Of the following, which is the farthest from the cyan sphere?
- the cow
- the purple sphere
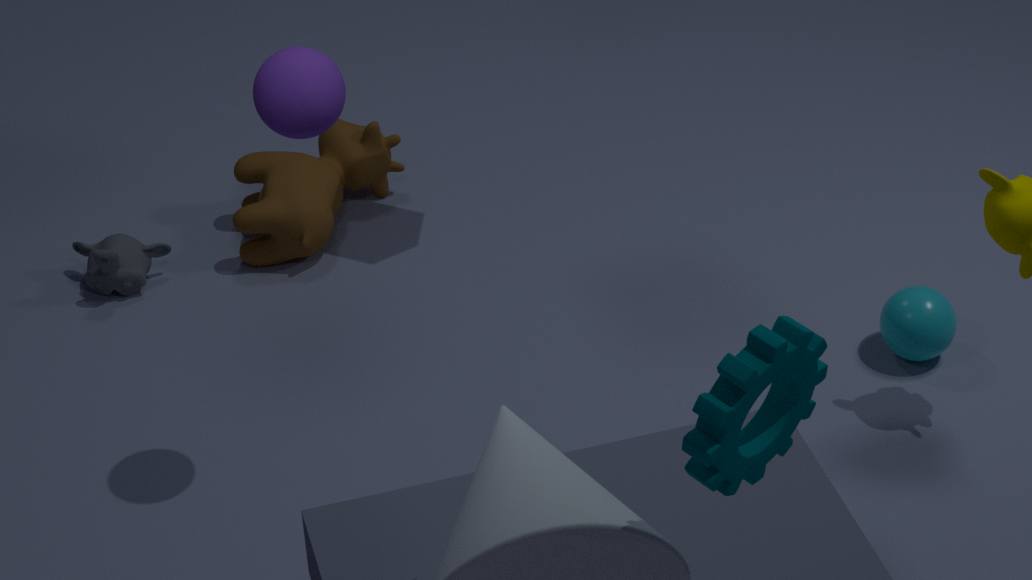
the purple sphere
